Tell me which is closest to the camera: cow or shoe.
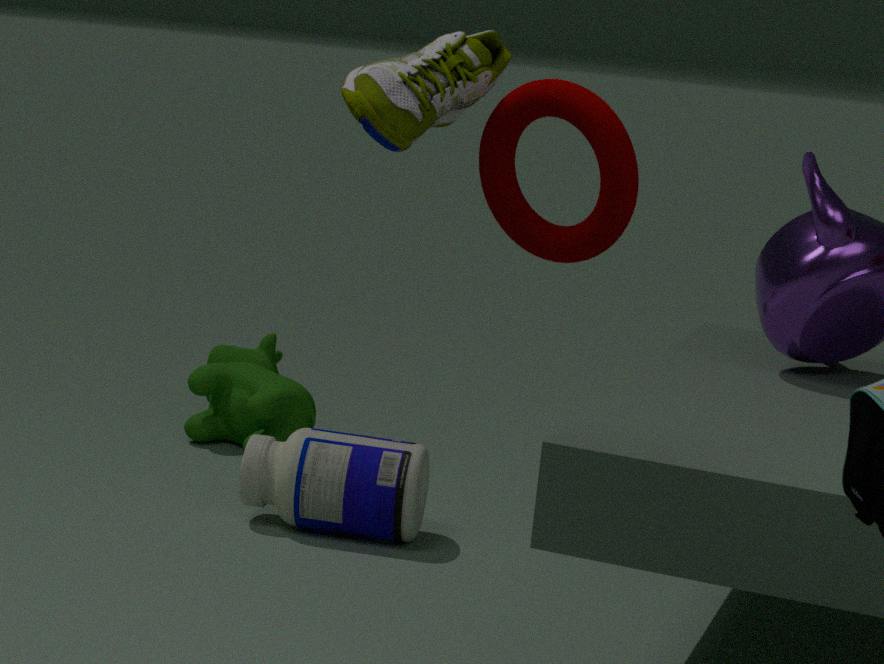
shoe
